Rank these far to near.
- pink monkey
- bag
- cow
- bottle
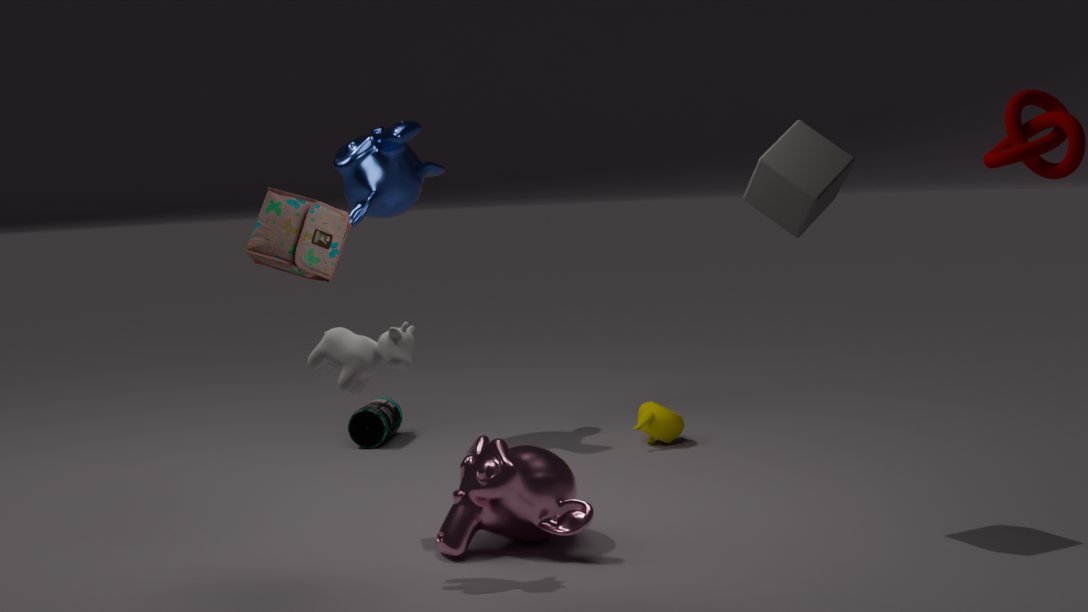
bottle, bag, pink monkey, cow
